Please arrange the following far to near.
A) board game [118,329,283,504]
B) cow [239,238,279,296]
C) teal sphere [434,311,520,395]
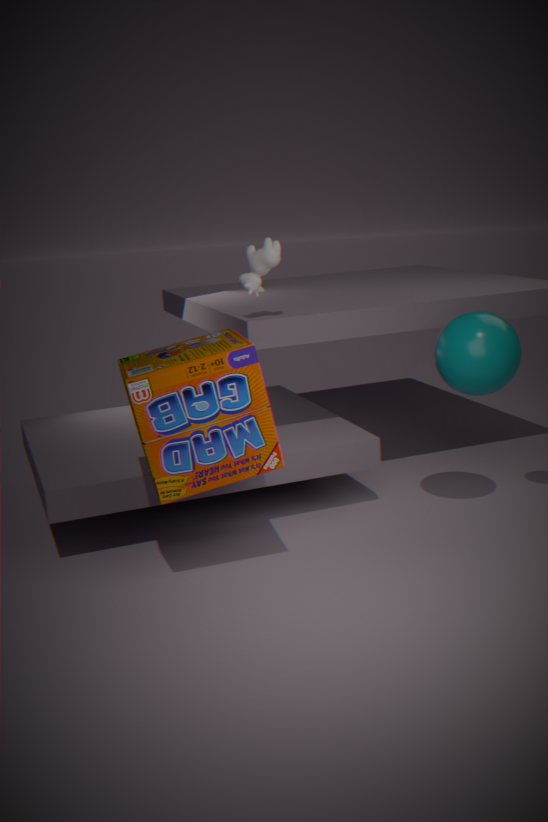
cow [239,238,279,296], teal sphere [434,311,520,395], board game [118,329,283,504]
